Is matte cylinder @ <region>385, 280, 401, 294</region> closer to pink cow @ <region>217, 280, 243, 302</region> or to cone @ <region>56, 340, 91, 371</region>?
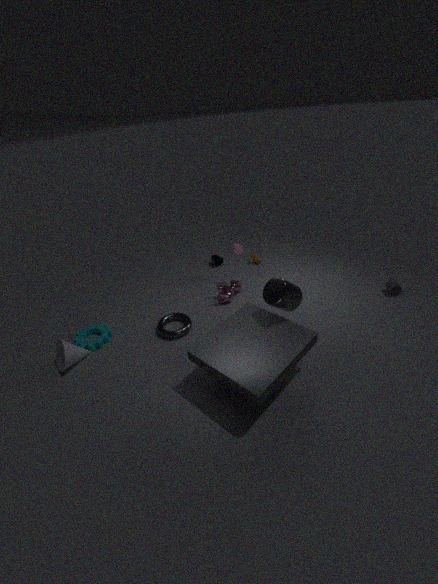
pink cow @ <region>217, 280, 243, 302</region>
